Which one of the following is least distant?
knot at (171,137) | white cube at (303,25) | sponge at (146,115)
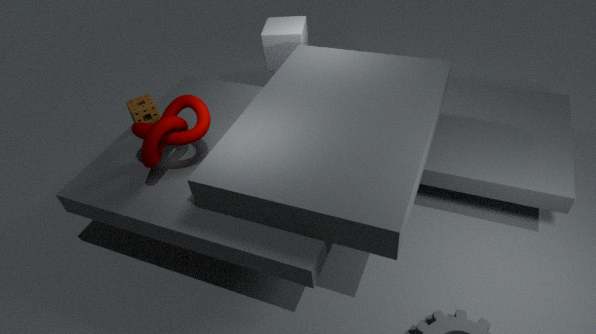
knot at (171,137)
